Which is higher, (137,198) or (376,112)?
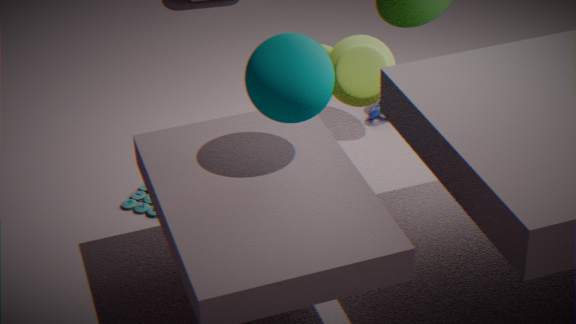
(376,112)
